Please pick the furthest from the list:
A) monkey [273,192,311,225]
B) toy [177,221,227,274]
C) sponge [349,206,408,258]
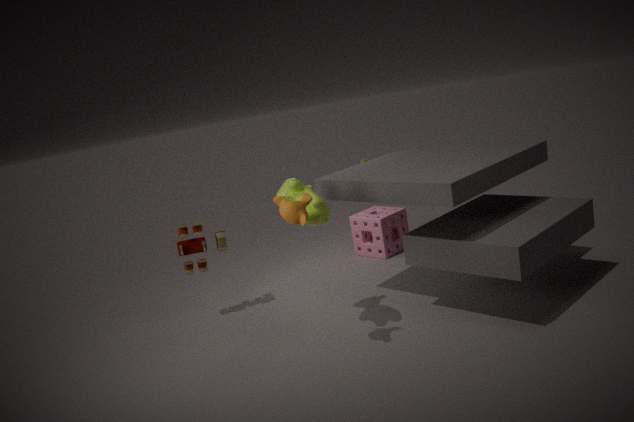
C. sponge [349,206,408,258]
